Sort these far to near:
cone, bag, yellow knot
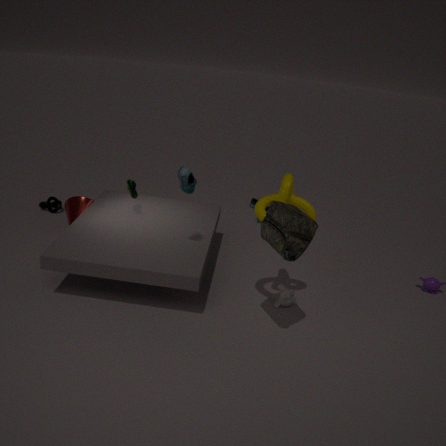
cone, yellow knot, bag
